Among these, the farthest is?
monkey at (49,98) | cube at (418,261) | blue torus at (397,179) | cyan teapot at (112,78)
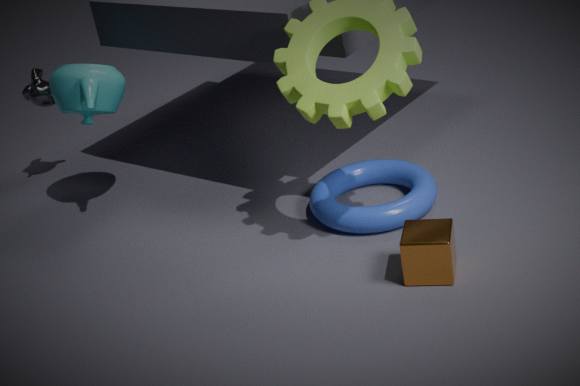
monkey at (49,98)
